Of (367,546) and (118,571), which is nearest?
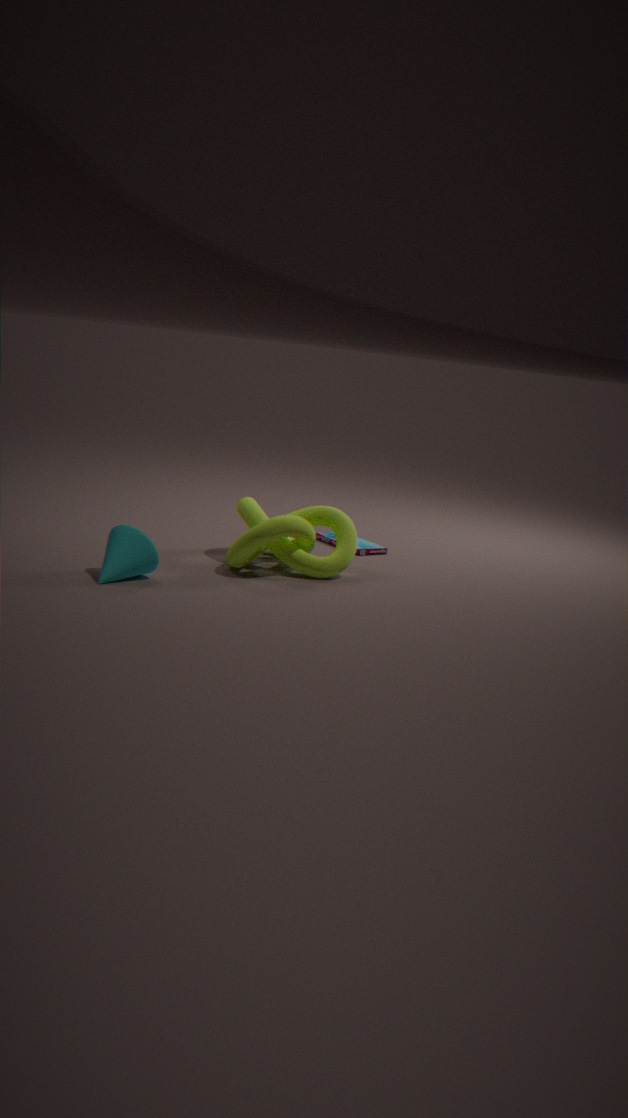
(118,571)
